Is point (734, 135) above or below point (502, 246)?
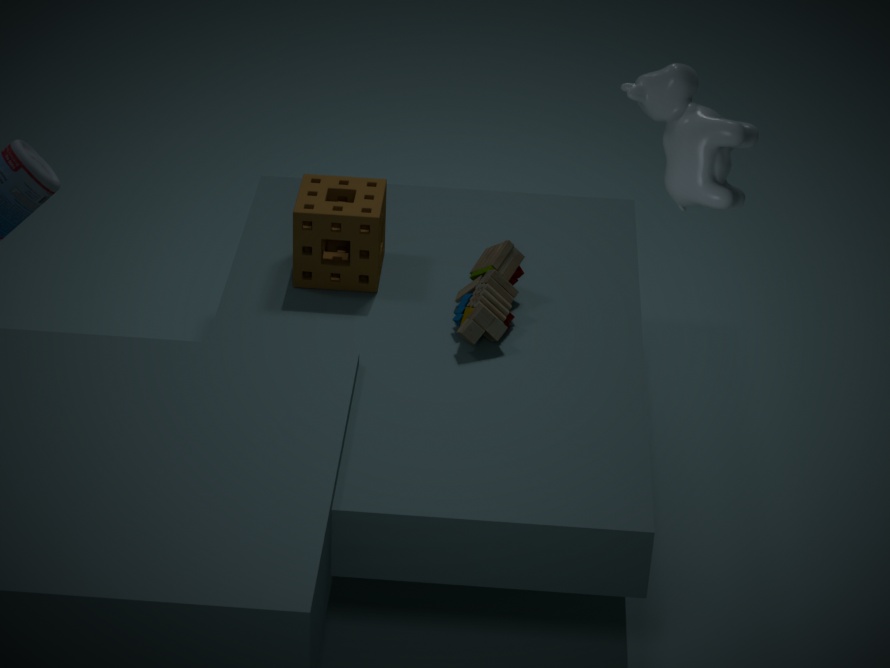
above
